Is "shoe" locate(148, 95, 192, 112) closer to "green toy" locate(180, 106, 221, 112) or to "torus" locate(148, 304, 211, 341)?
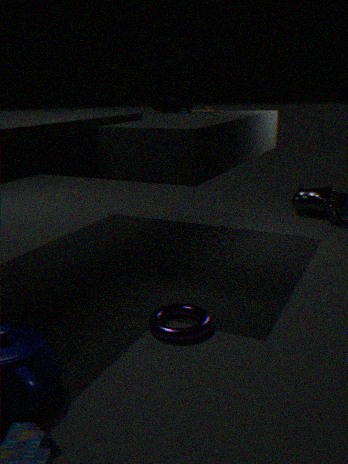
"green toy" locate(180, 106, 221, 112)
